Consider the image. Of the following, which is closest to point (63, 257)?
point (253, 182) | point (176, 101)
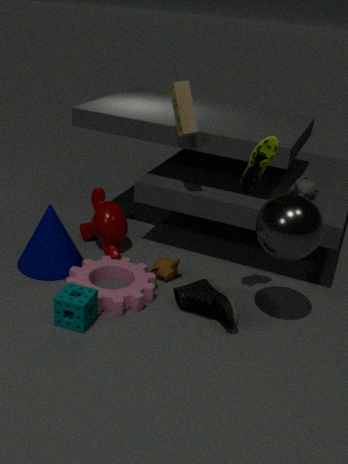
point (176, 101)
